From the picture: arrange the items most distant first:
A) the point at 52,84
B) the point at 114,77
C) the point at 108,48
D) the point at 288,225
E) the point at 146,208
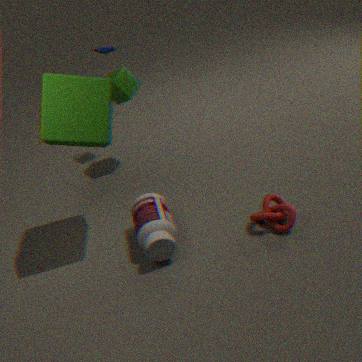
the point at 108,48
the point at 114,77
the point at 146,208
the point at 288,225
the point at 52,84
